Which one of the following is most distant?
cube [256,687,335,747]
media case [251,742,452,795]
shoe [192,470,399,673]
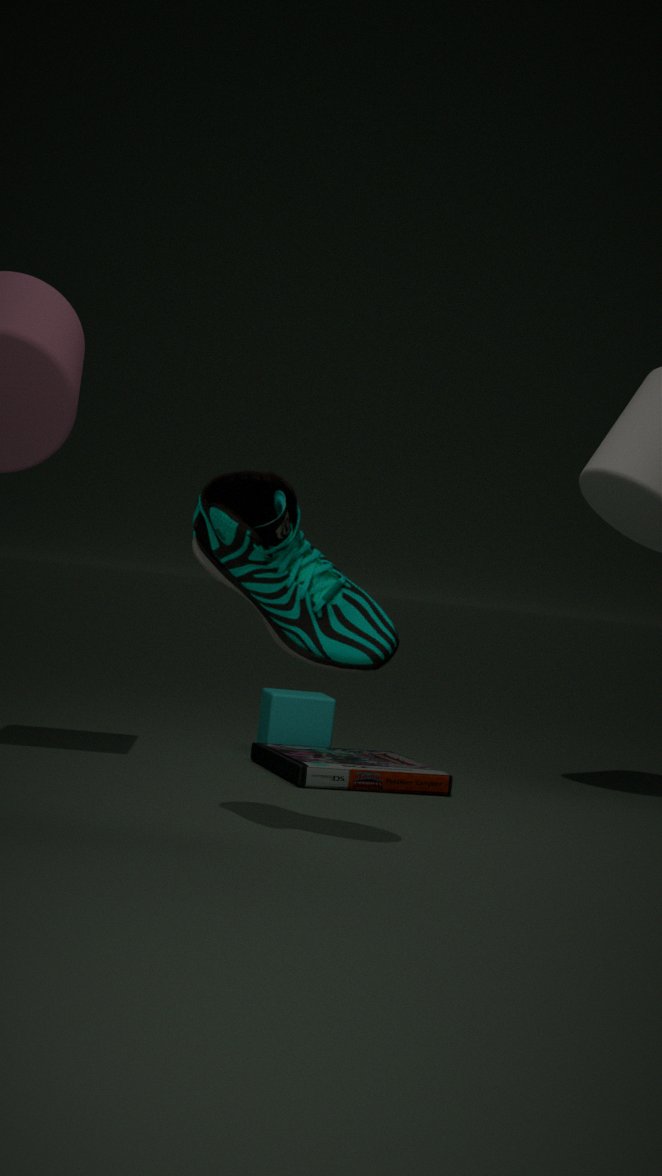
cube [256,687,335,747]
